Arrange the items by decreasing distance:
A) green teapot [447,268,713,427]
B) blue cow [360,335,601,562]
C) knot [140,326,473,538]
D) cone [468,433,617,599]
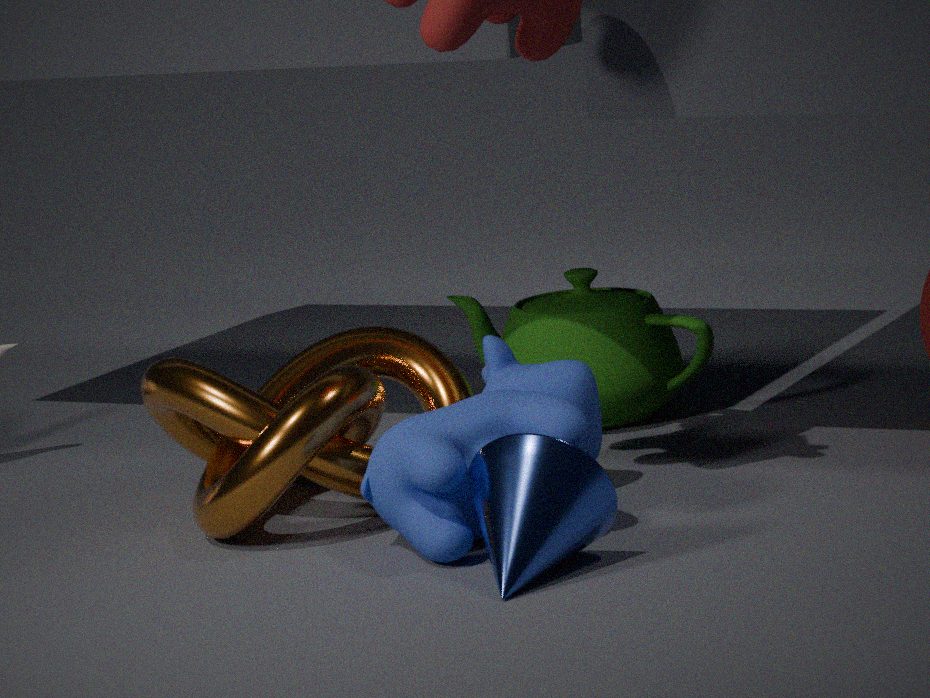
green teapot [447,268,713,427] → knot [140,326,473,538] → blue cow [360,335,601,562] → cone [468,433,617,599]
